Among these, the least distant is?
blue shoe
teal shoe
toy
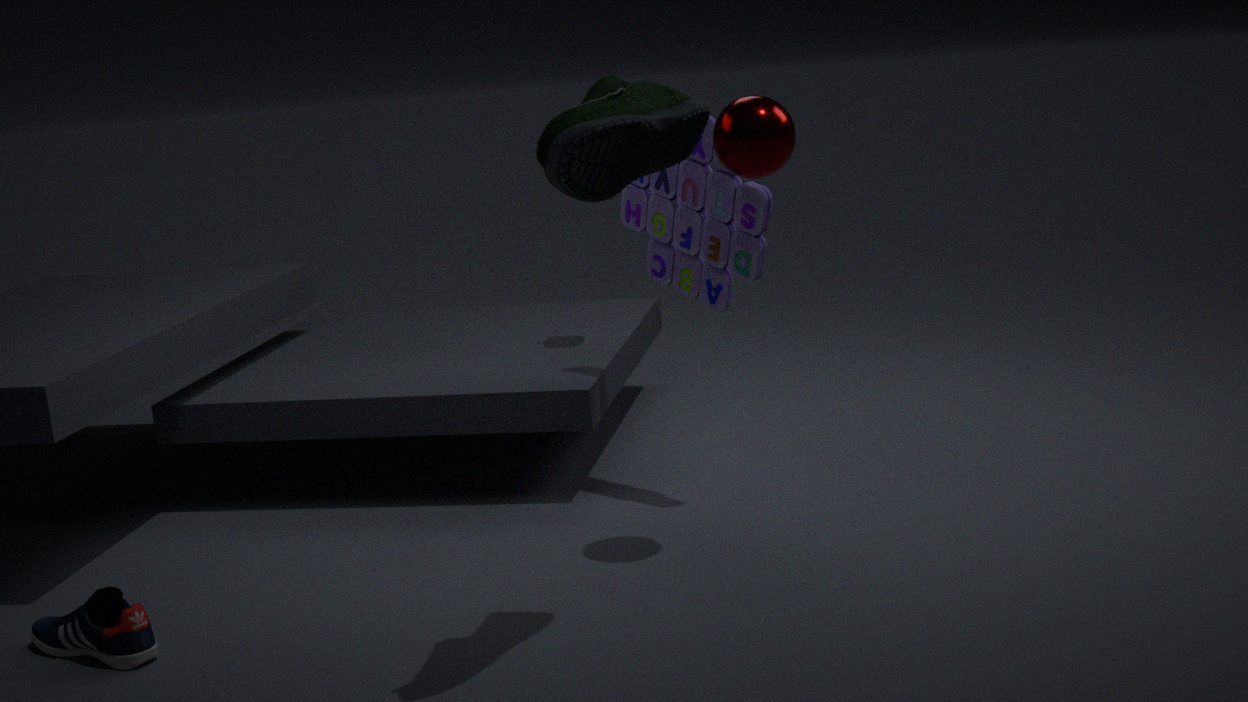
teal shoe
